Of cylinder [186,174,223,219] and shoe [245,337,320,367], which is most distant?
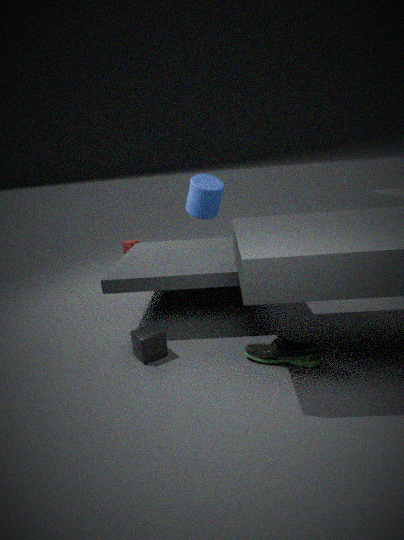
cylinder [186,174,223,219]
